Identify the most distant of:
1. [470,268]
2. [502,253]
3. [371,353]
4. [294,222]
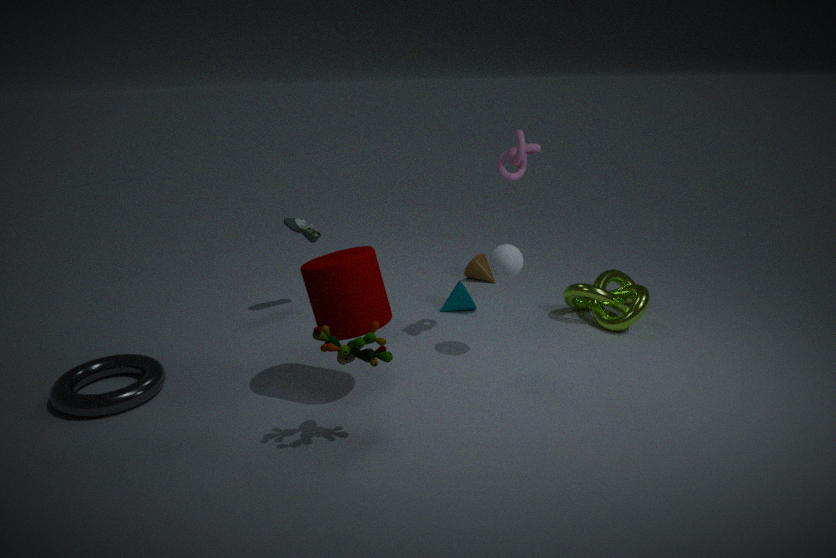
[470,268]
